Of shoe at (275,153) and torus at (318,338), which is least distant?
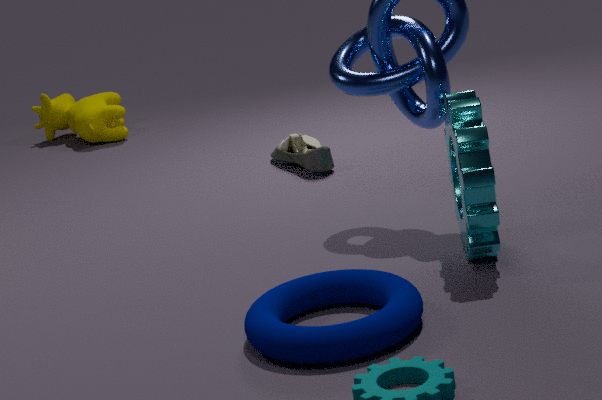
torus at (318,338)
